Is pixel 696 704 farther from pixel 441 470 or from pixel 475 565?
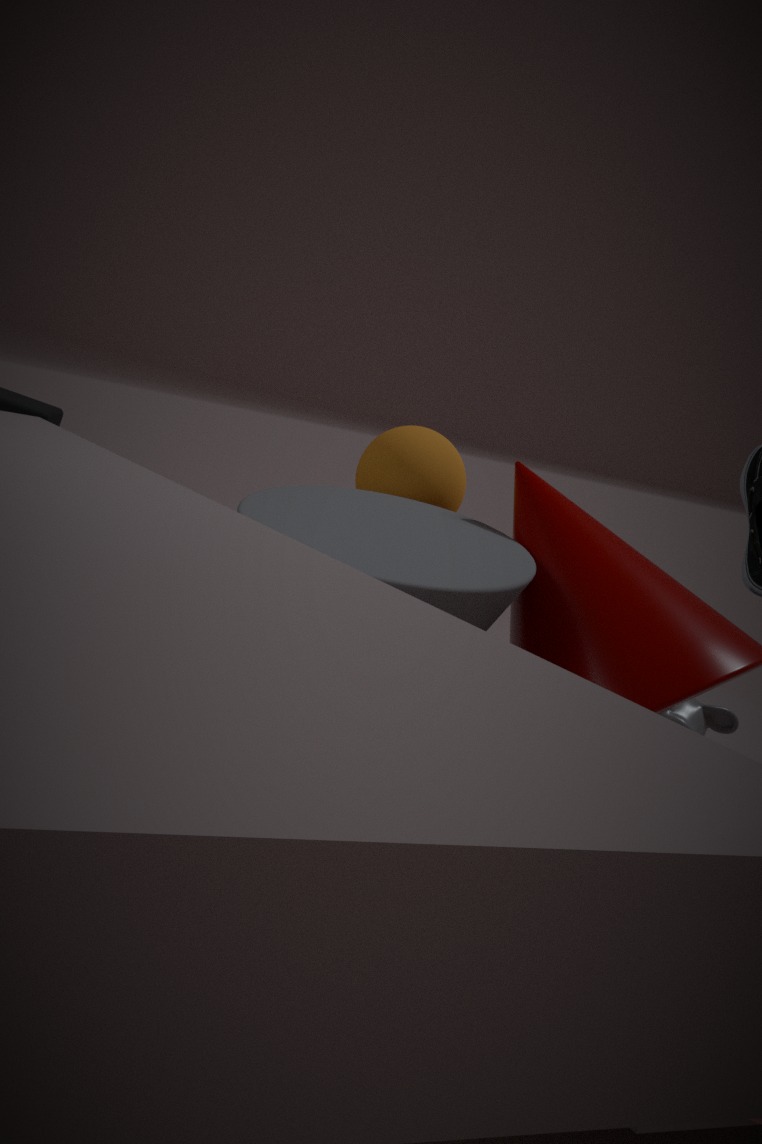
pixel 475 565
